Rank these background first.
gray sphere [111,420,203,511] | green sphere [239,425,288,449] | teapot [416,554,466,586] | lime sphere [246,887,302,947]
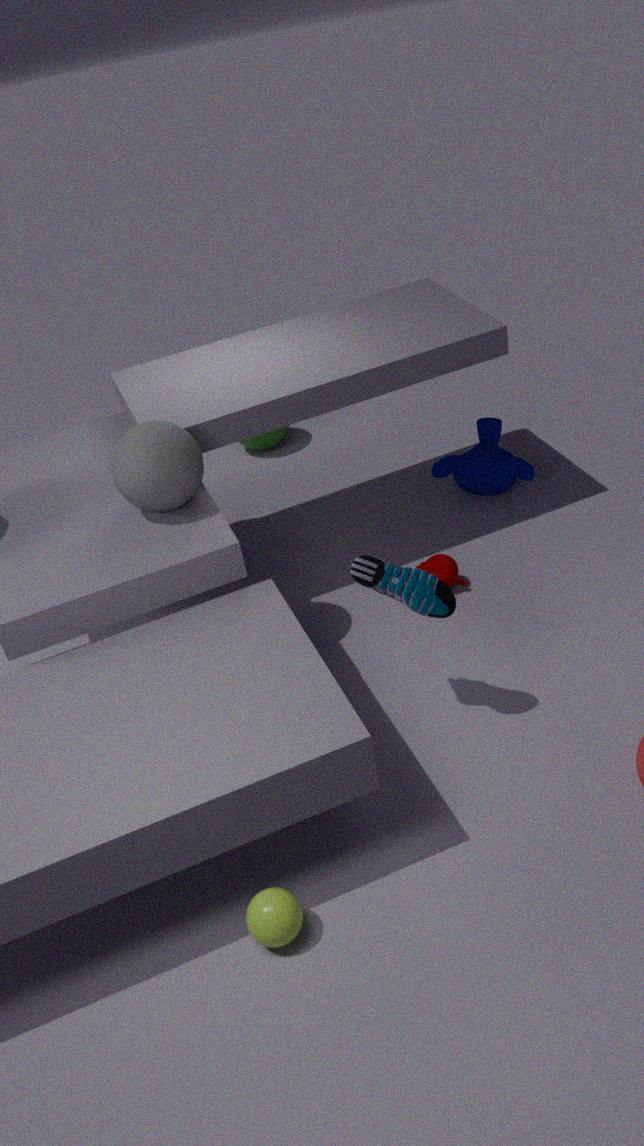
green sphere [239,425,288,449], teapot [416,554,466,586], gray sphere [111,420,203,511], lime sphere [246,887,302,947]
